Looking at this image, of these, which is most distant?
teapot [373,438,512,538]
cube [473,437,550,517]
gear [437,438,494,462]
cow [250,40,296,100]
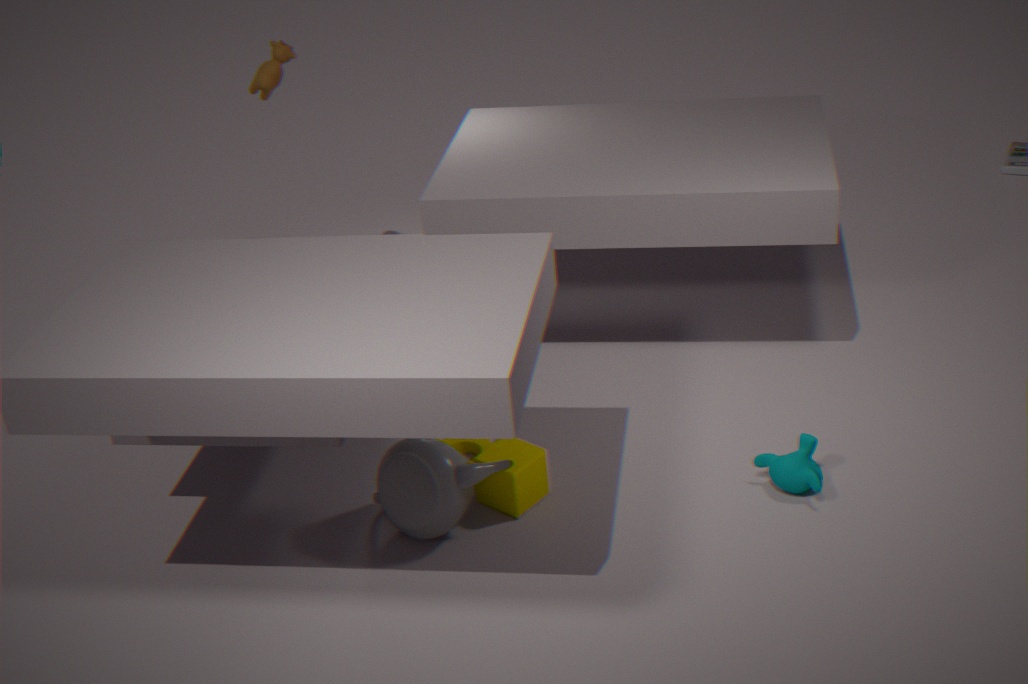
cow [250,40,296,100]
